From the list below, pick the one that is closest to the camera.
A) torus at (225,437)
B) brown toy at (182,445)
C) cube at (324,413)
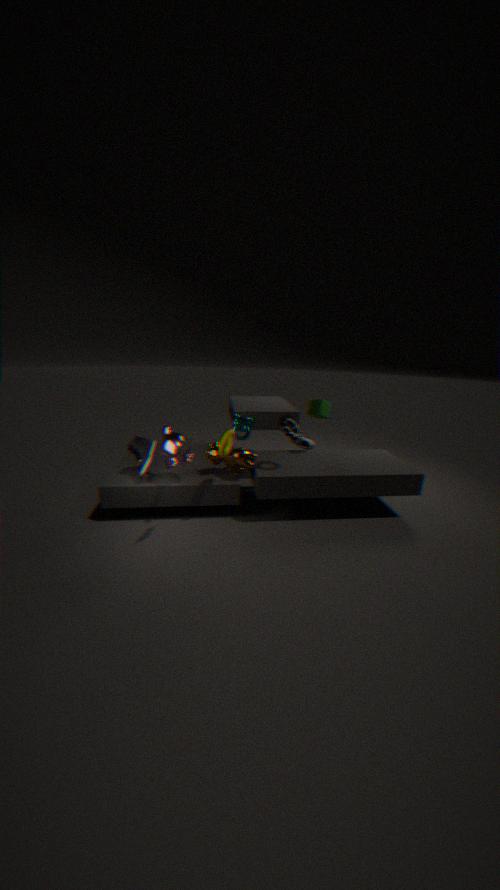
brown toy at (182,445)
